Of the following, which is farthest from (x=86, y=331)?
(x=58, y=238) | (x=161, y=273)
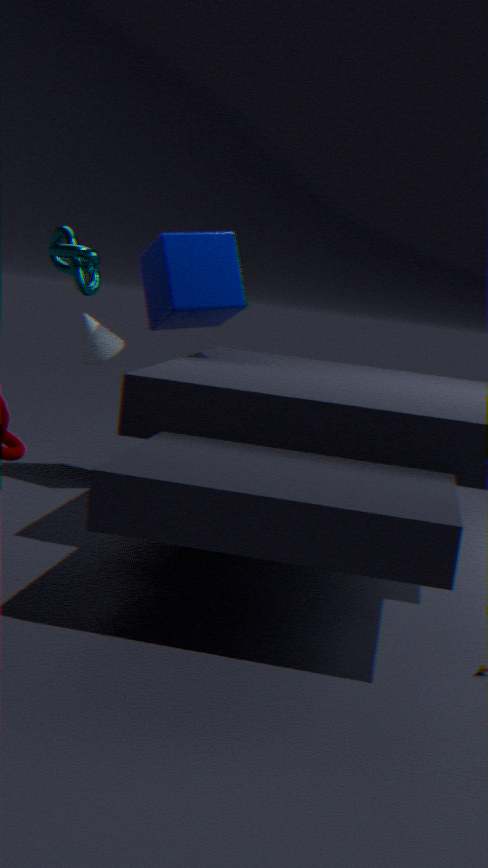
(x=58, y=238)
